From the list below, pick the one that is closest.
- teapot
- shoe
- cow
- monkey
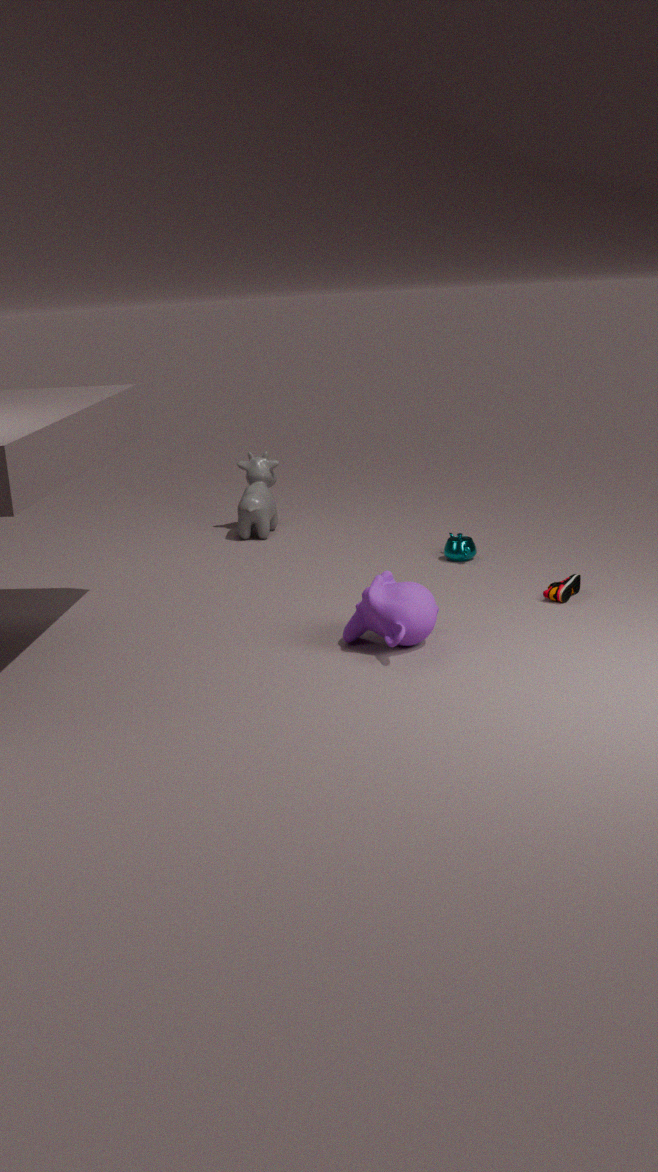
monkey
